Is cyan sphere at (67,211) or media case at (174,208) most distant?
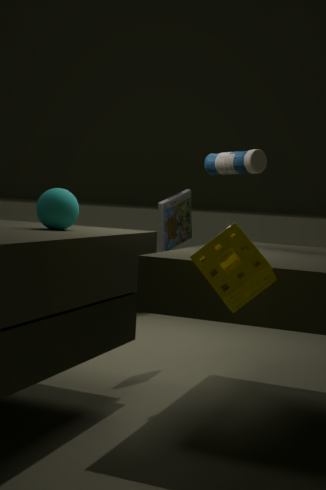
media case at (174,208)
